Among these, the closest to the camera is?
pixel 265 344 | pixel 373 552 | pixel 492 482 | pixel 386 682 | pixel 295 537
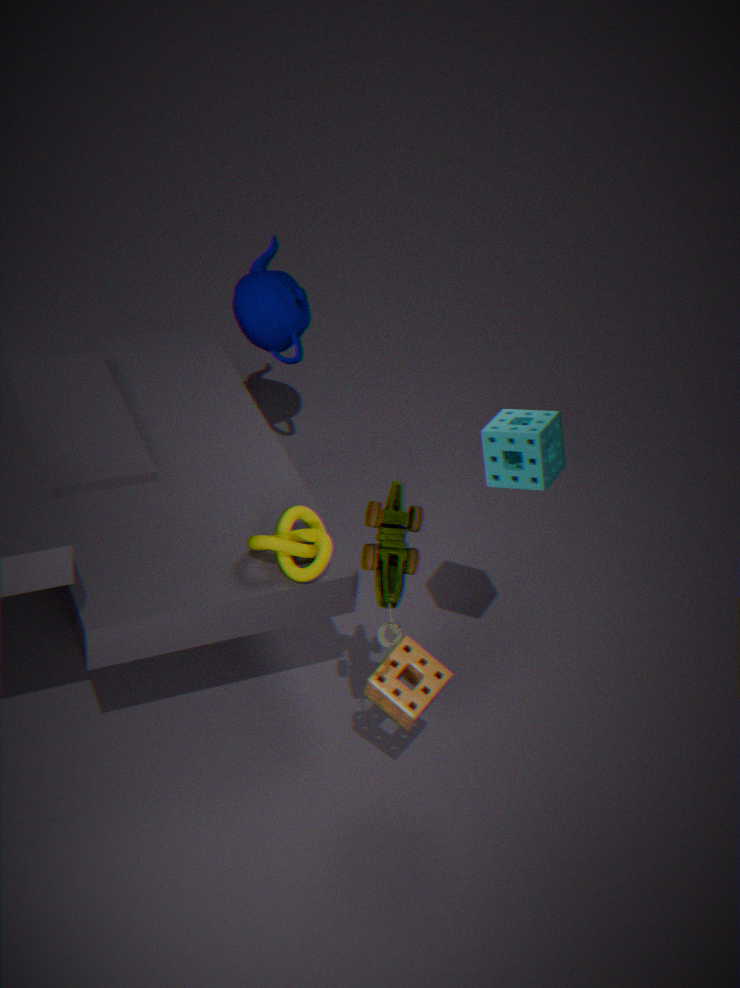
pixel 373 552
